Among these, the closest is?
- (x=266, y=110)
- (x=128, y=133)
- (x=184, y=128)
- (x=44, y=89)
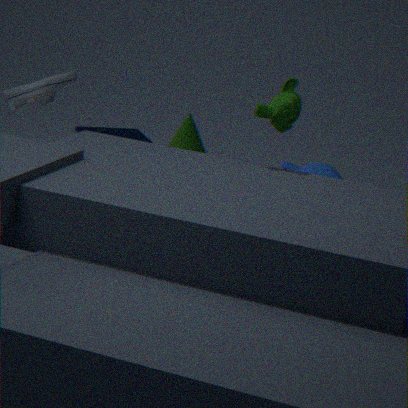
(x=266, y=110)
